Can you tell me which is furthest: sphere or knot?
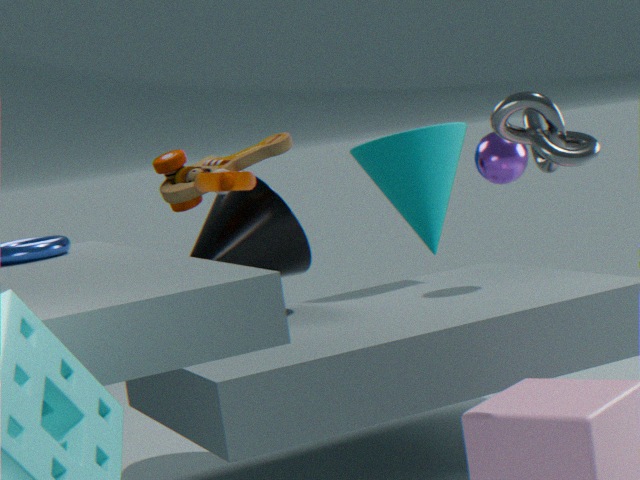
sphere
